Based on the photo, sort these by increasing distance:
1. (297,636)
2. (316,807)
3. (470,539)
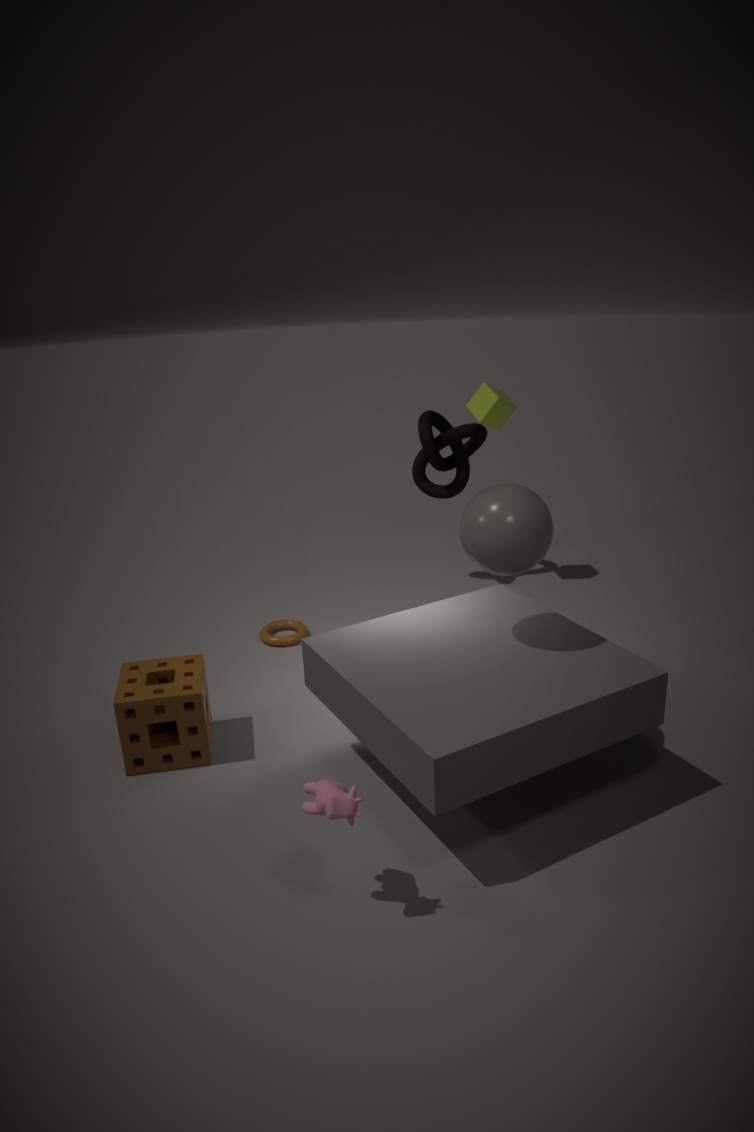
(316,807)
(470,539)
(297,636)
